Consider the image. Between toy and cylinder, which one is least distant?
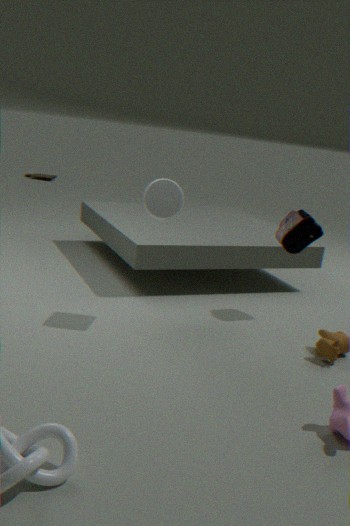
cylinder
